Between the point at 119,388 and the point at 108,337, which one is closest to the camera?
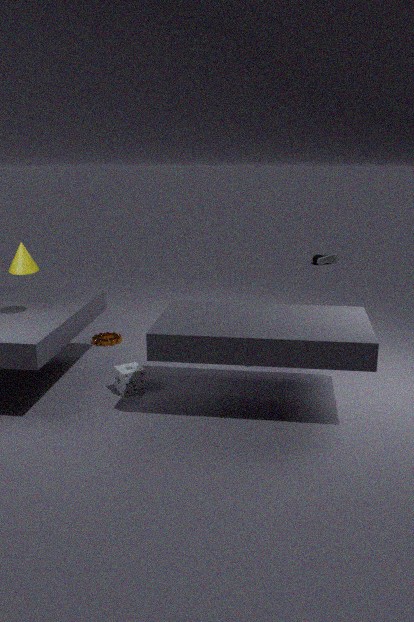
the point at 119,388
